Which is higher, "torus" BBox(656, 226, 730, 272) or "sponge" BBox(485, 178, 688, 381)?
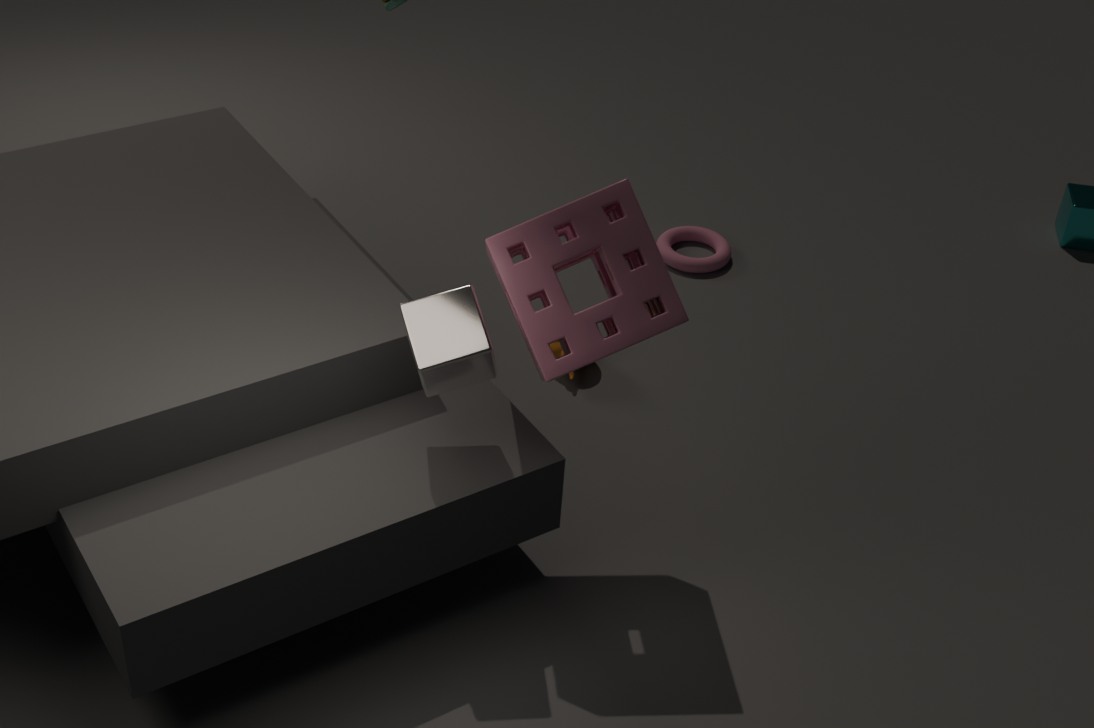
"sponge" BBox(485, 178, 688, 381)
